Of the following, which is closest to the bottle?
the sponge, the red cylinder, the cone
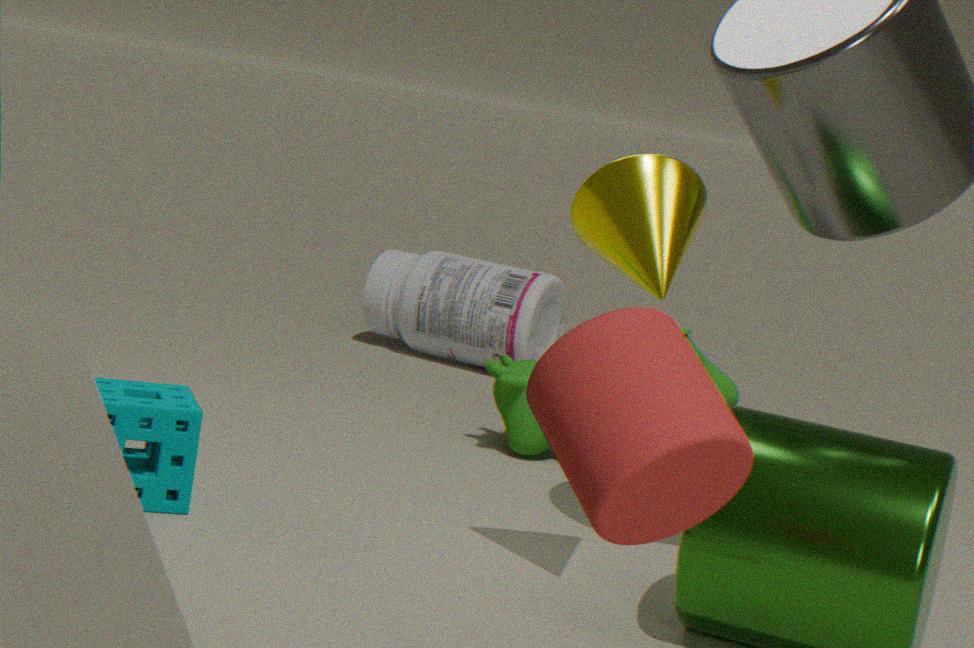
the sponge
